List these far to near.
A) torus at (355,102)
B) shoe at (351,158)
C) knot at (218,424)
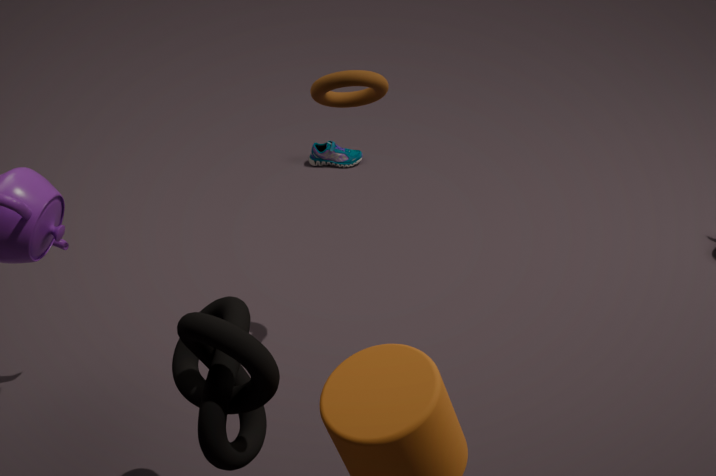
shoe at (351,158) < torus at (355,102) < knot at (218,424)
